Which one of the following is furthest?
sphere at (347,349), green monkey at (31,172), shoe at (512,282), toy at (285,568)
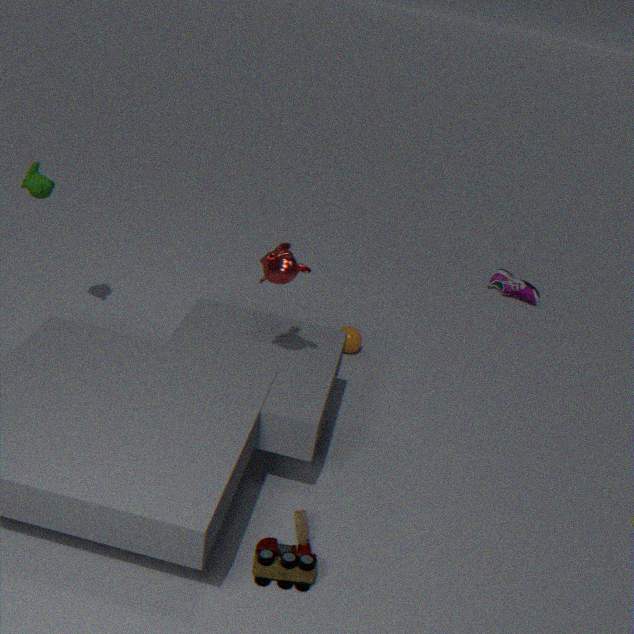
shoe at (512,282)
